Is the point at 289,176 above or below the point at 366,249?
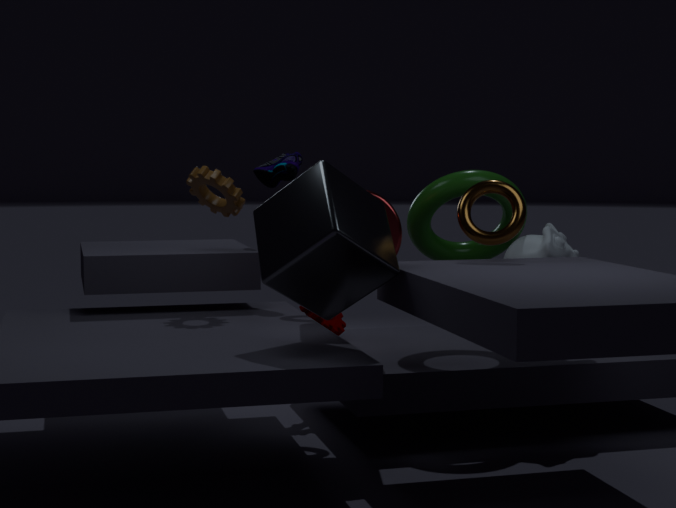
A: above
